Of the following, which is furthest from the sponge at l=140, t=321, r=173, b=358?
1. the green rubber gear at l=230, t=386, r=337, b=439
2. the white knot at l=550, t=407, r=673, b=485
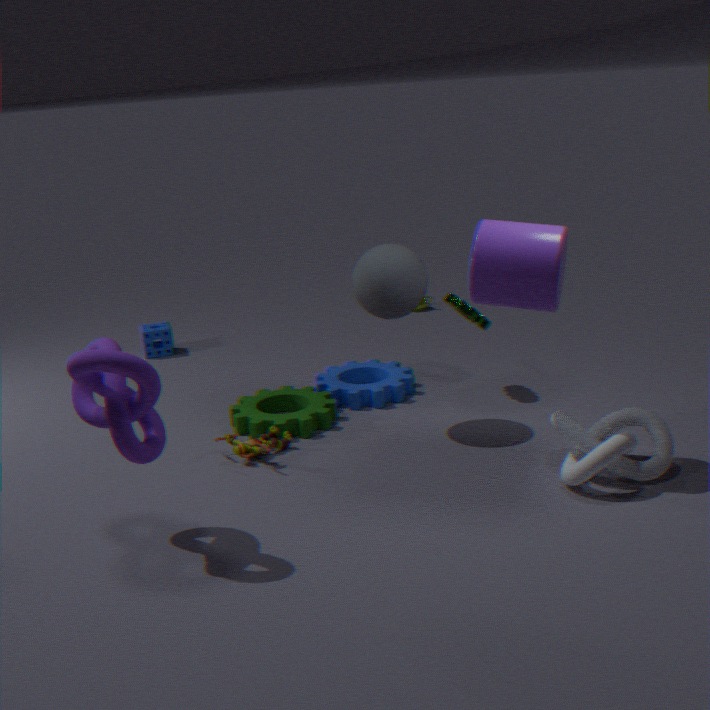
the white knot at l=550, t=407, r=673, b=485
